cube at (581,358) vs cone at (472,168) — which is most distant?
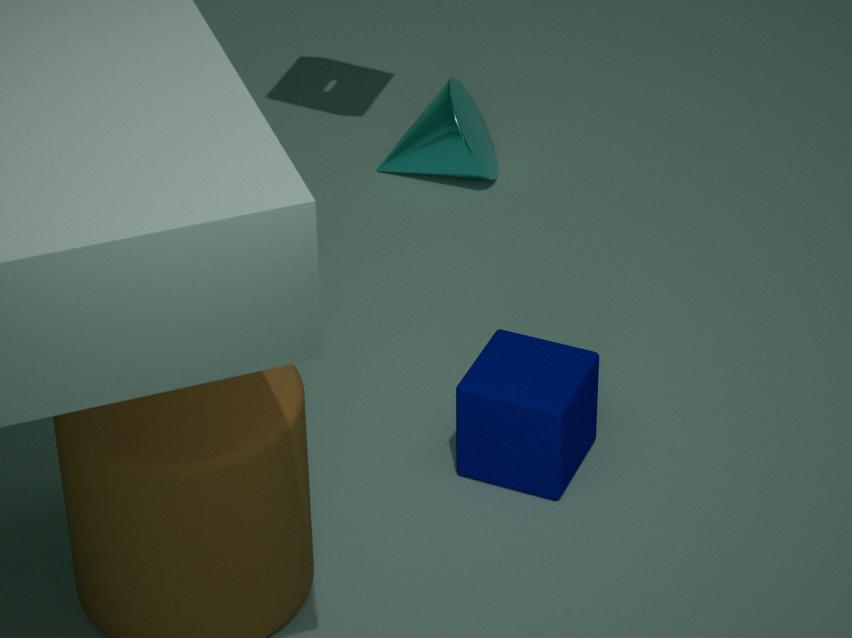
cone at (472,168)
